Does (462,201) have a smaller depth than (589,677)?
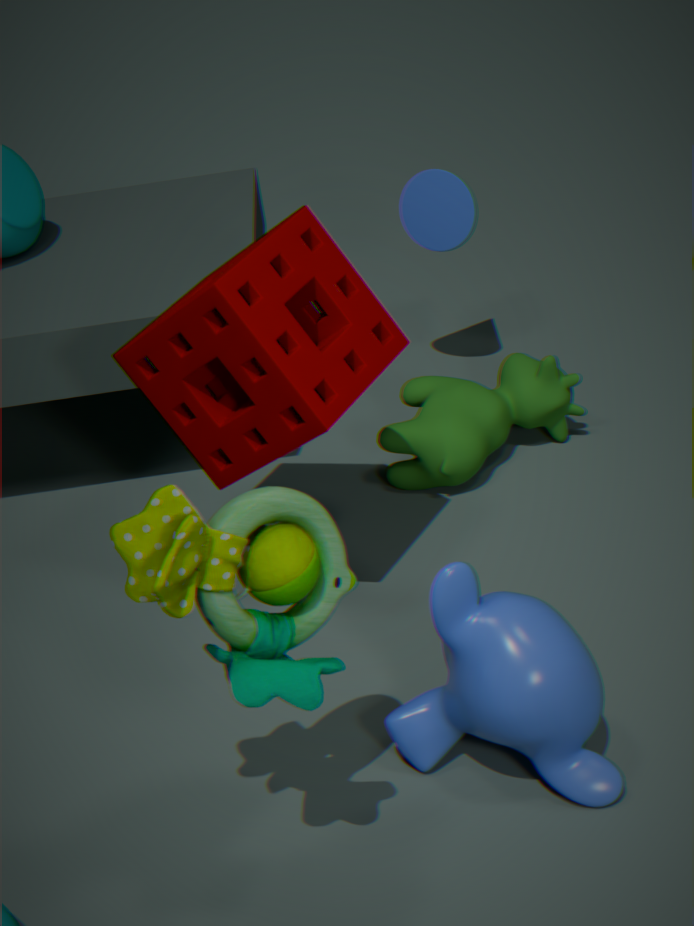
No
